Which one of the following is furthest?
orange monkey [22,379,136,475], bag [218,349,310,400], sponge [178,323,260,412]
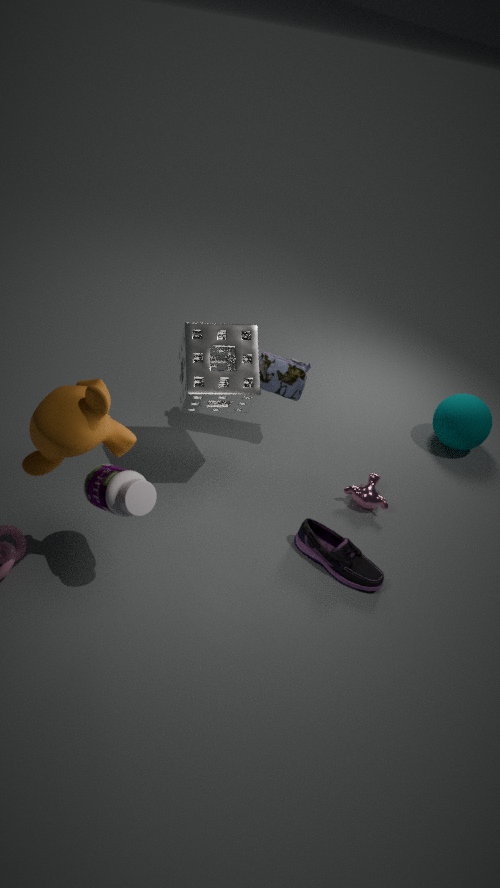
bag [218,349,310,400]
